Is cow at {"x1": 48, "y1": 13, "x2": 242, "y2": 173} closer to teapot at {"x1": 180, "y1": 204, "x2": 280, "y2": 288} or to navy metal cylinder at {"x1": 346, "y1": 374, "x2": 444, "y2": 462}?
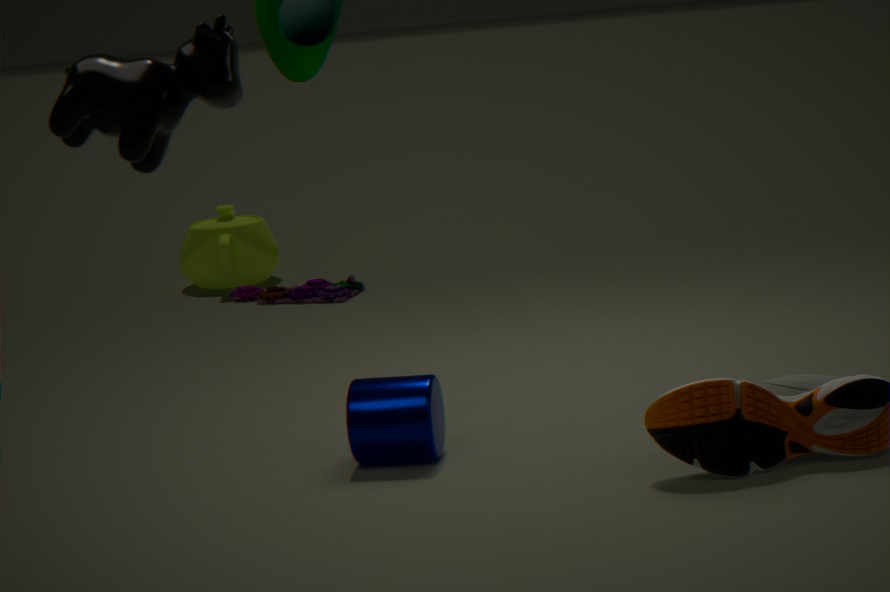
navy metal cylinder at {"x1": 346, "y1": 374, "x2": 444, "y2": 462}
